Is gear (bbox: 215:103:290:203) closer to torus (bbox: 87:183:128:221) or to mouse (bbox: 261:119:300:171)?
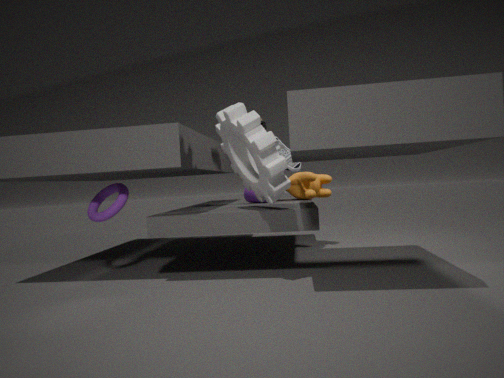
Answer: mouse (bbox: 261:119:300:171)
